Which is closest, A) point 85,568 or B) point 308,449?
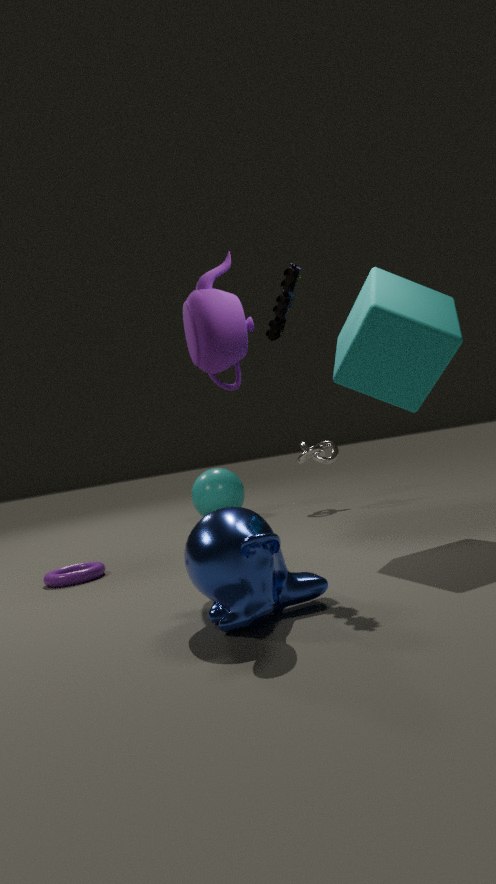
A. point 85,568
